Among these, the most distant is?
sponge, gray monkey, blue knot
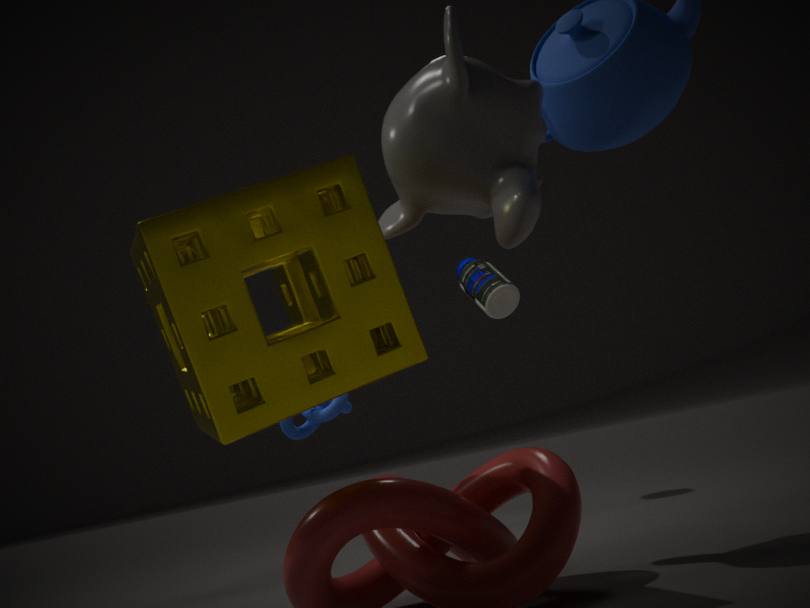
blue knot
